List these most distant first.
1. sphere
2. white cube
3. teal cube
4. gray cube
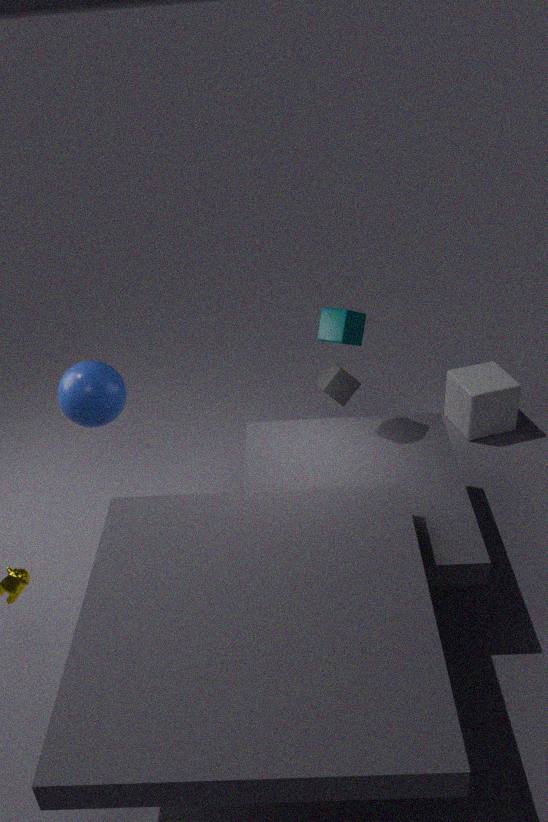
white cube, gray cube, teal cube, sphere
